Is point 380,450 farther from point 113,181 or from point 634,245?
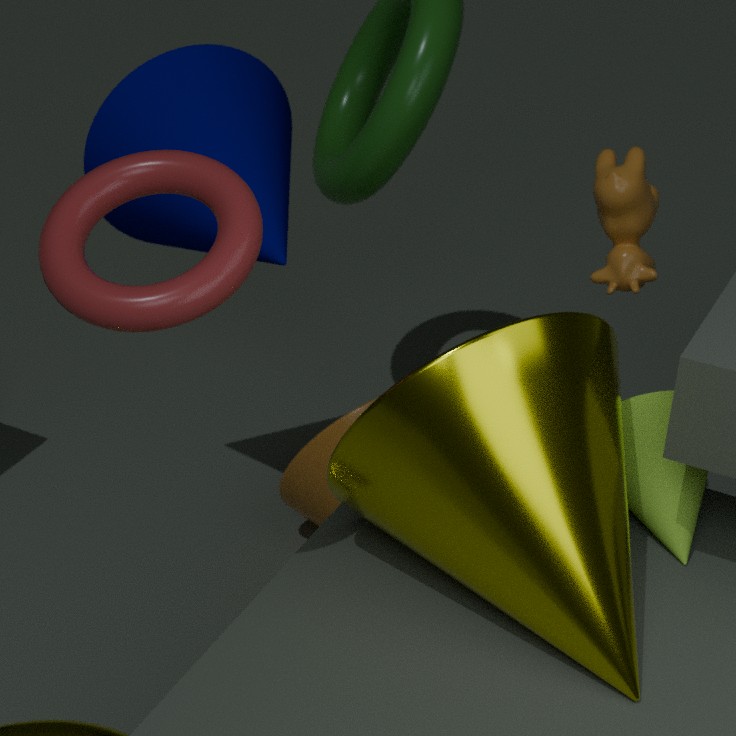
point 634,245
